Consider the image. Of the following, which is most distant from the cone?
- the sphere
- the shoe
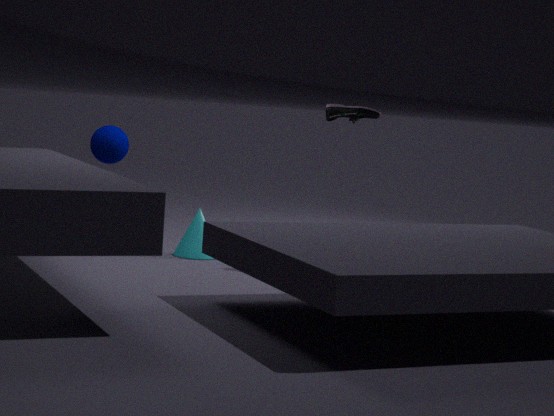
the shoe
